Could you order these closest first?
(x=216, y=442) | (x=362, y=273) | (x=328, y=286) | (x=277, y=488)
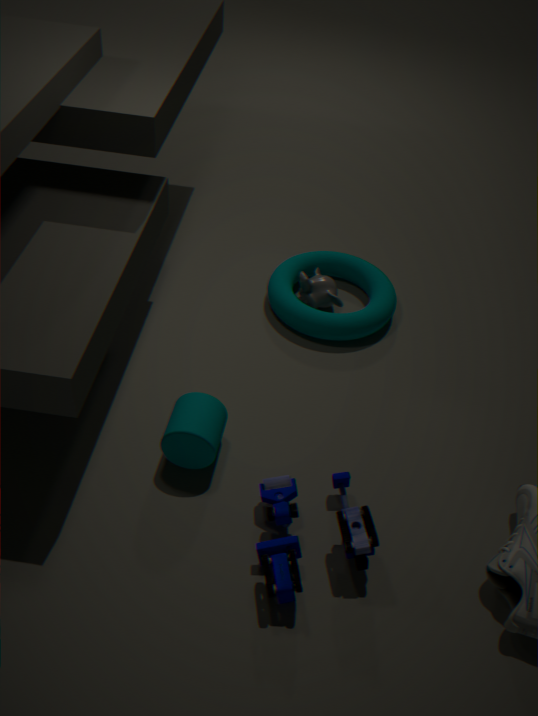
(x=277, y=488) → (x=216, y=442) → (x=328, y=286) → (x=362, y=273)
